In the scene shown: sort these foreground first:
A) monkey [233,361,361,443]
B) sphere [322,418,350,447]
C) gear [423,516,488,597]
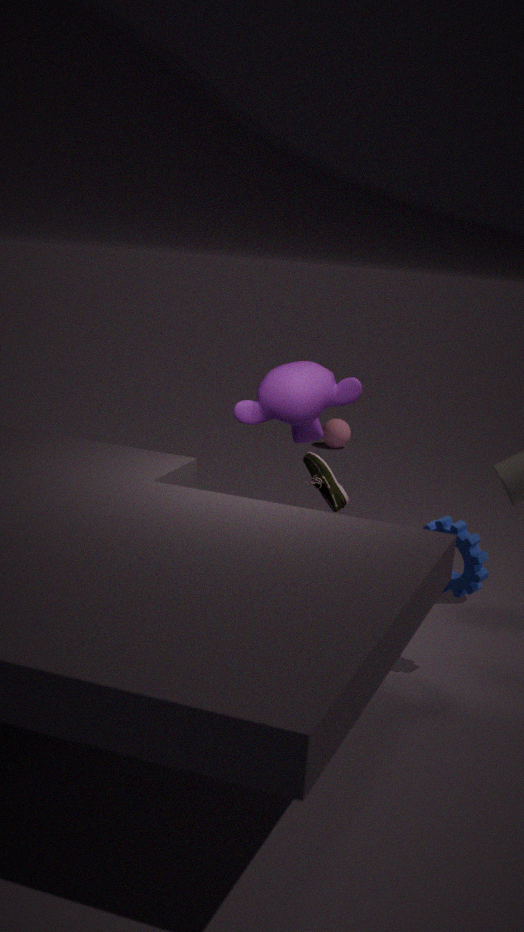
gear [423,516,488,597]
monkey [233,361,361,443]
sphere [322,418,350,447]
